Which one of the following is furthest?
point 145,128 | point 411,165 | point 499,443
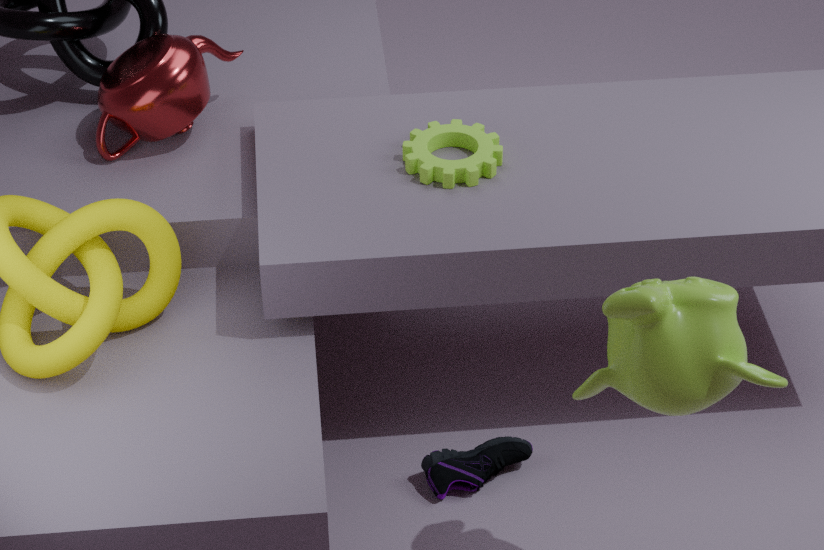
point 145,128
